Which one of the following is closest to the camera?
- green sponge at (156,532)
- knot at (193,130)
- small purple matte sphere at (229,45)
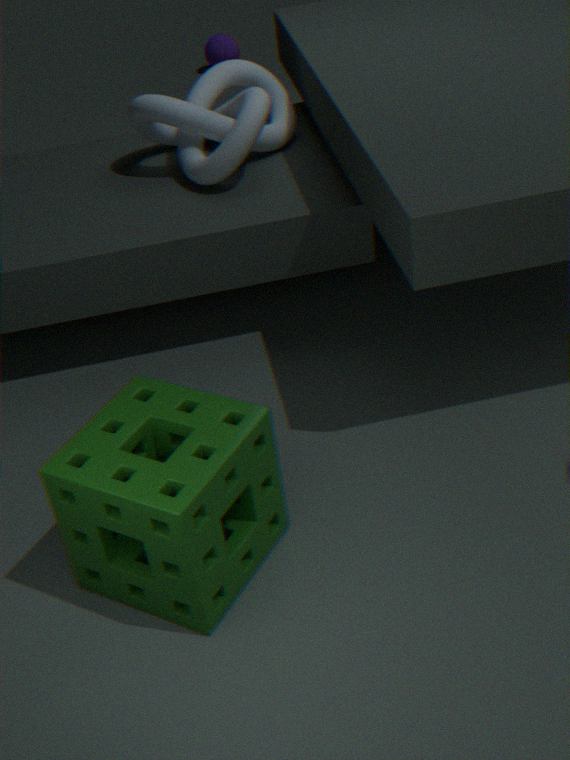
green sponge at (156,532)
